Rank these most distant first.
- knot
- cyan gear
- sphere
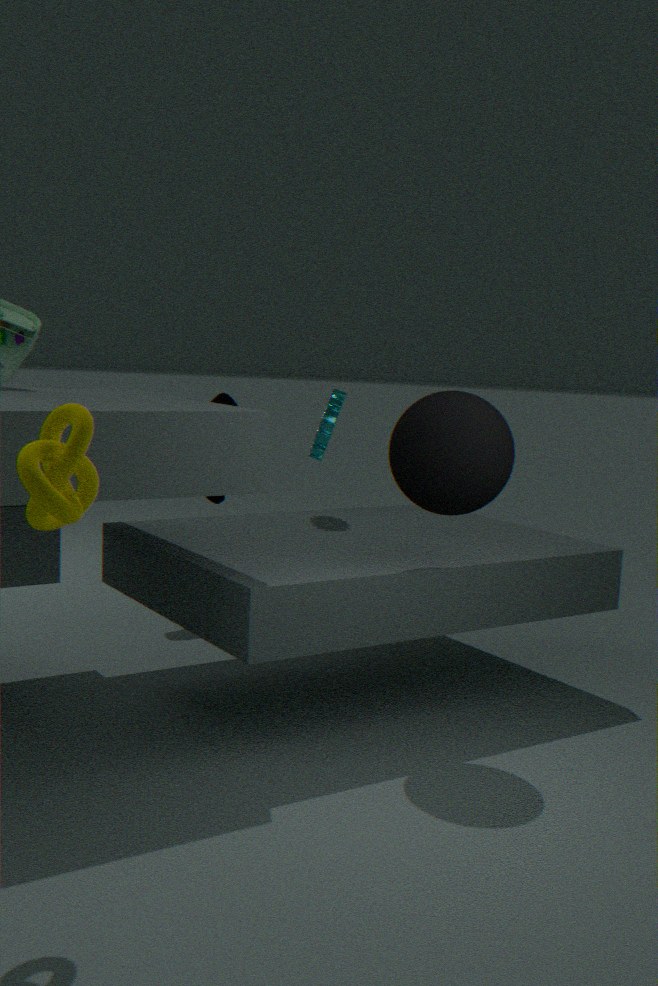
cyan gear
sphere
knot
